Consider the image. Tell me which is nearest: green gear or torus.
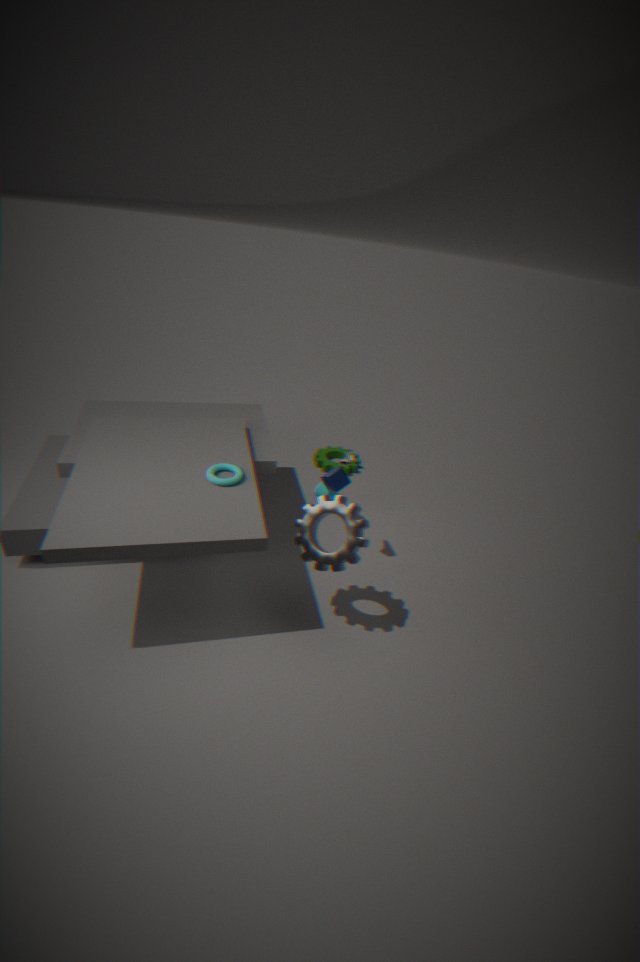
torus
